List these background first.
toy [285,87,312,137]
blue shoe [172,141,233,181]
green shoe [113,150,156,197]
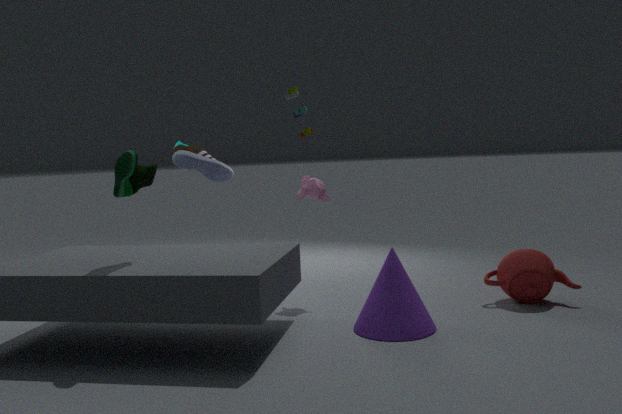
blue shoe [172,141,233,181], green shoe [113,150,156,197], toy [285,87,312,137]
